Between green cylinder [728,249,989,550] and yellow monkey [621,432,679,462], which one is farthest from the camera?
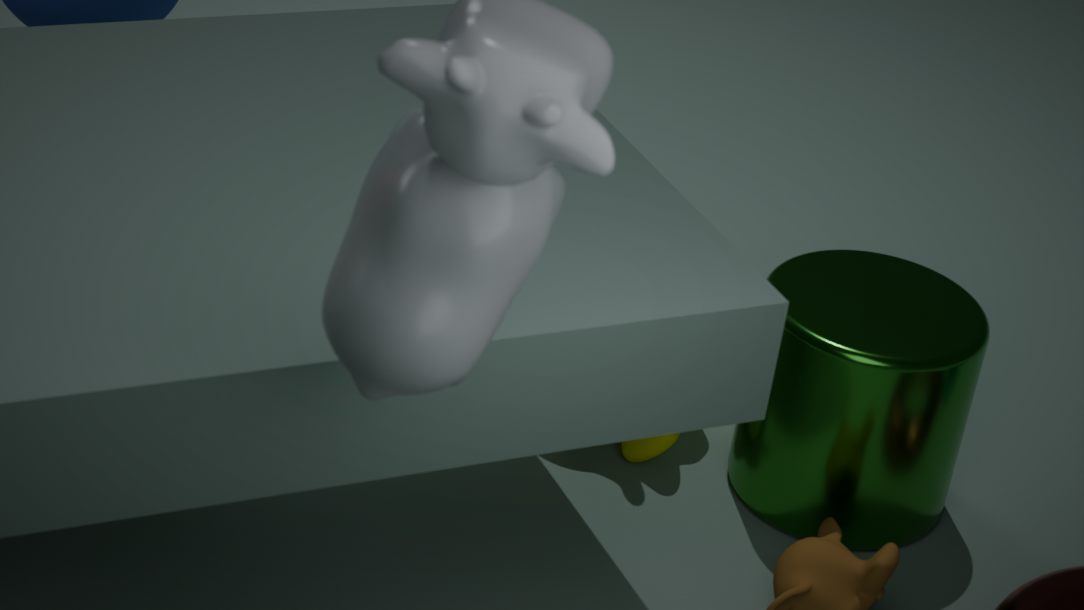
yellow monkey [621,432,679,462]
